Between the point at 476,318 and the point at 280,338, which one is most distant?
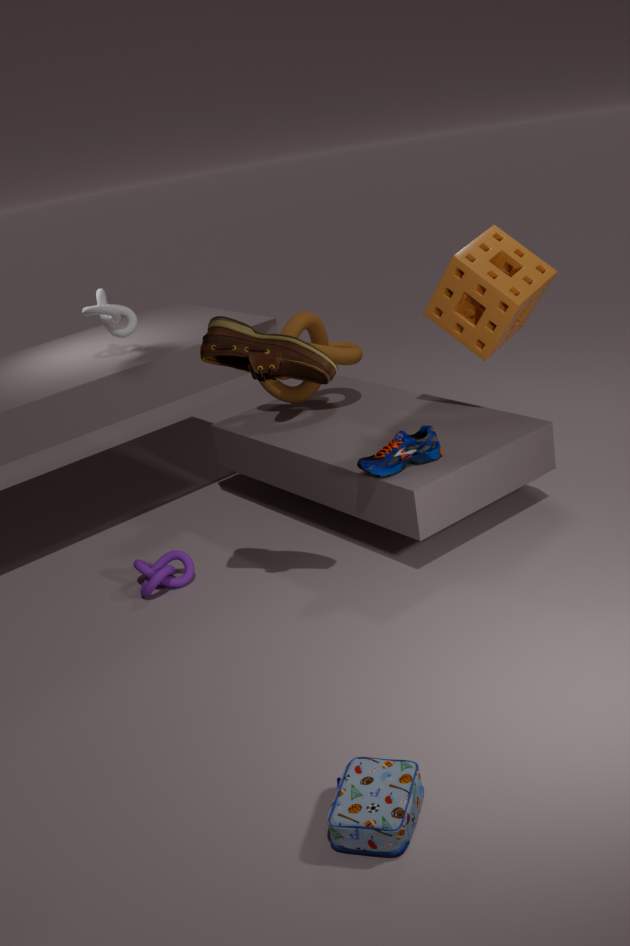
the point at 476,318
